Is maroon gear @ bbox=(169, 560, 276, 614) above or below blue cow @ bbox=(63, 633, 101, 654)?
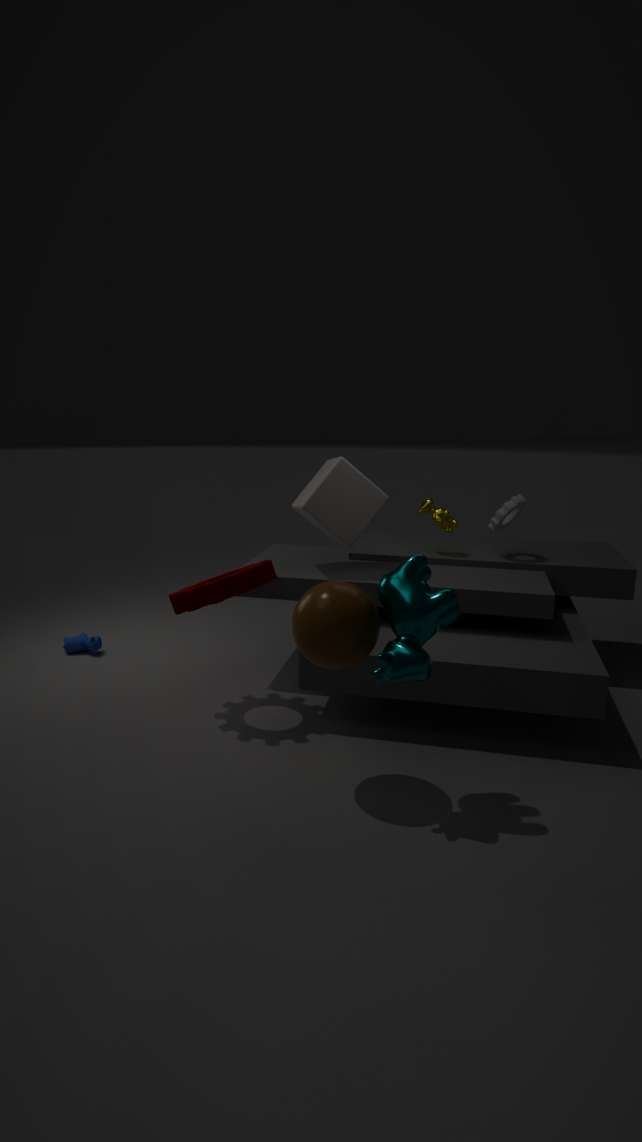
above
